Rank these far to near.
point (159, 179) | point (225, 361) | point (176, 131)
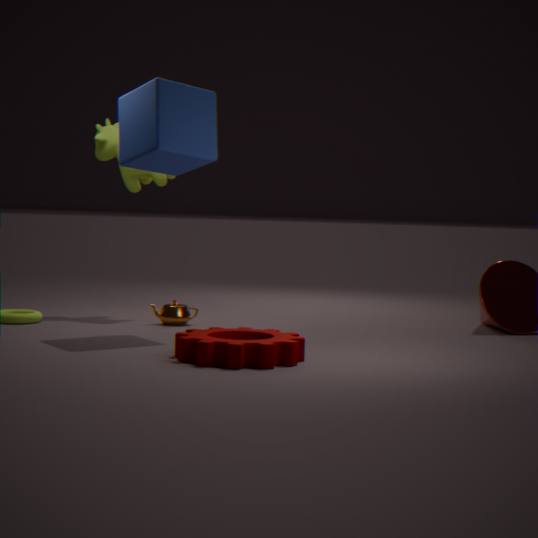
1. point (159, 179)
2. point (176, 131)
3. point (225, 361)
